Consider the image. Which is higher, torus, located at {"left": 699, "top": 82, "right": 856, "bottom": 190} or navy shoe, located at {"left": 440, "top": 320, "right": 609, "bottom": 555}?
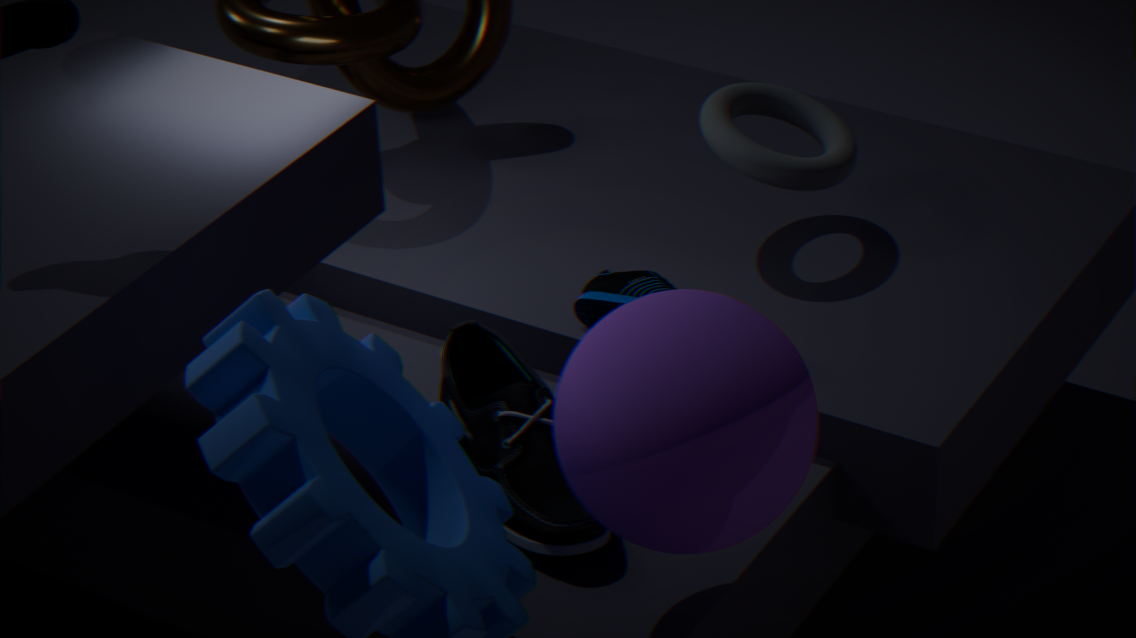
torus, located at {"left": 699, "top": 82, "right": 856, "bottom": 190}
